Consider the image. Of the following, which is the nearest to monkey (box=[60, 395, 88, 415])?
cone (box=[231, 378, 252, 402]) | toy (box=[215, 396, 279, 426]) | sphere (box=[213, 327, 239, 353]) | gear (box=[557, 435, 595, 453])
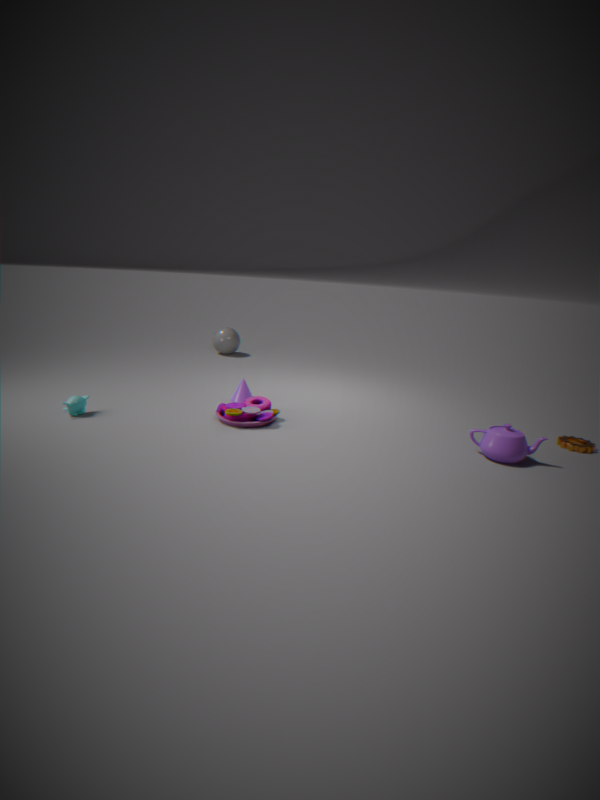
toy (box=[215, 396, 279, 426])
